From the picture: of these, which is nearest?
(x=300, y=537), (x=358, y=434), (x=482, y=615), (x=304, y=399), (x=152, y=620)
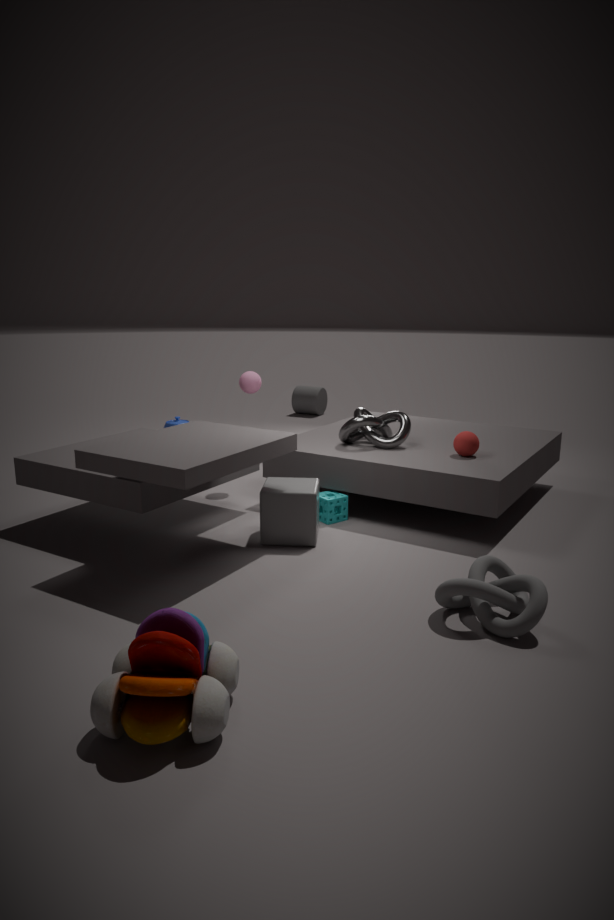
(x=152, y=620)
